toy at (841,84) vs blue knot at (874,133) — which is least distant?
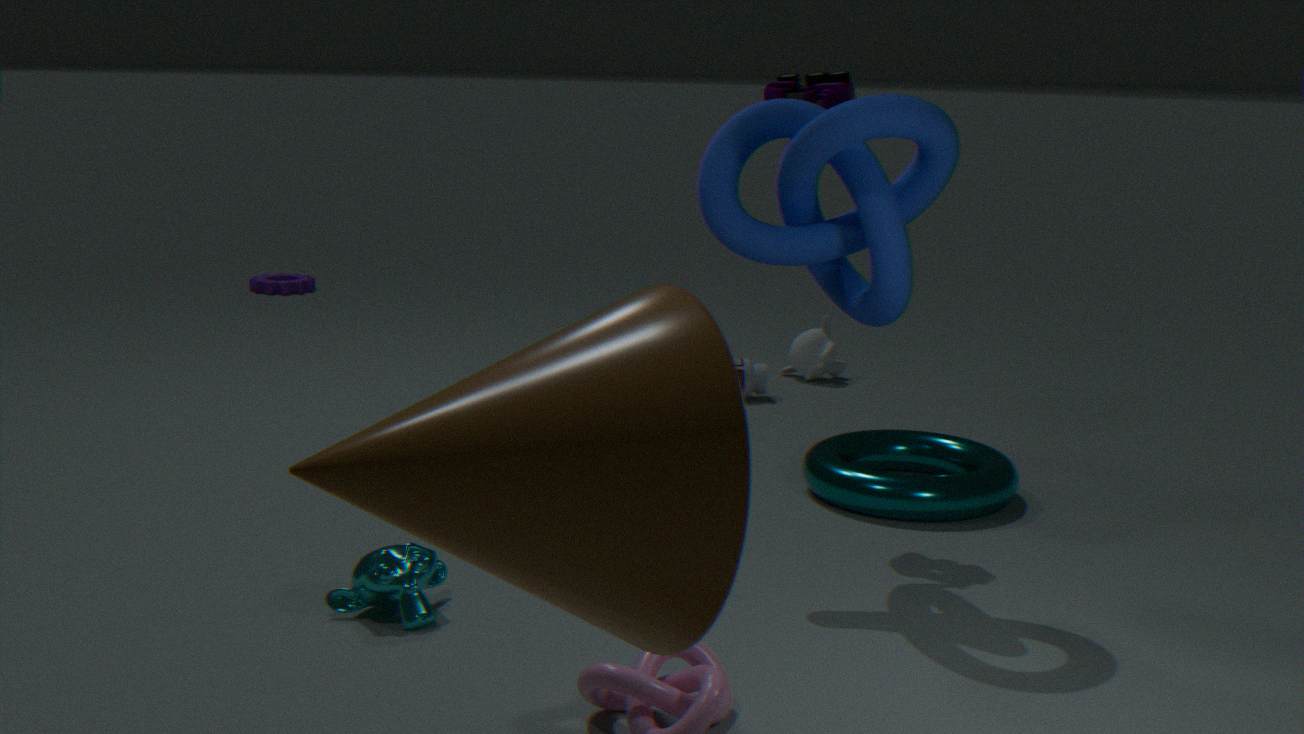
blue knot at (874,133)
